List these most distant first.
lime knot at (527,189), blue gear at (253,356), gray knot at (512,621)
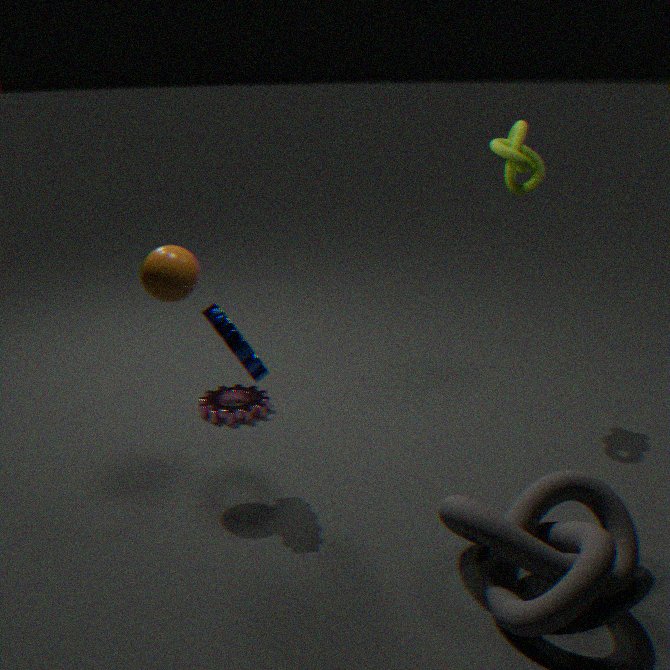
lime knot at (527,189) < blue gear at (253,356) < gray knot at (512,621)
